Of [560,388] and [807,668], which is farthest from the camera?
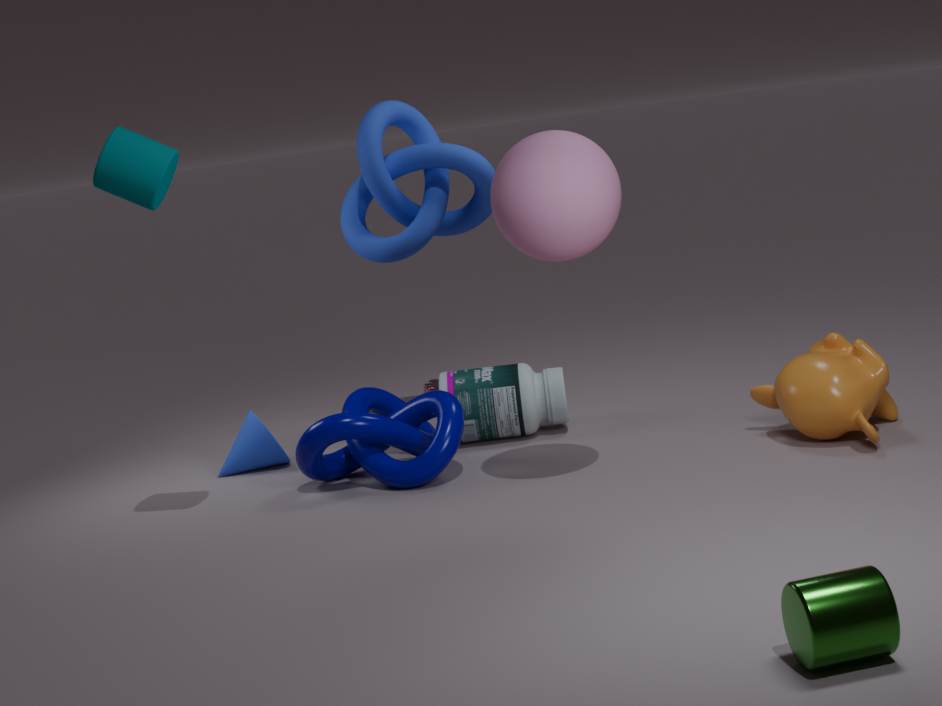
[560,388]
